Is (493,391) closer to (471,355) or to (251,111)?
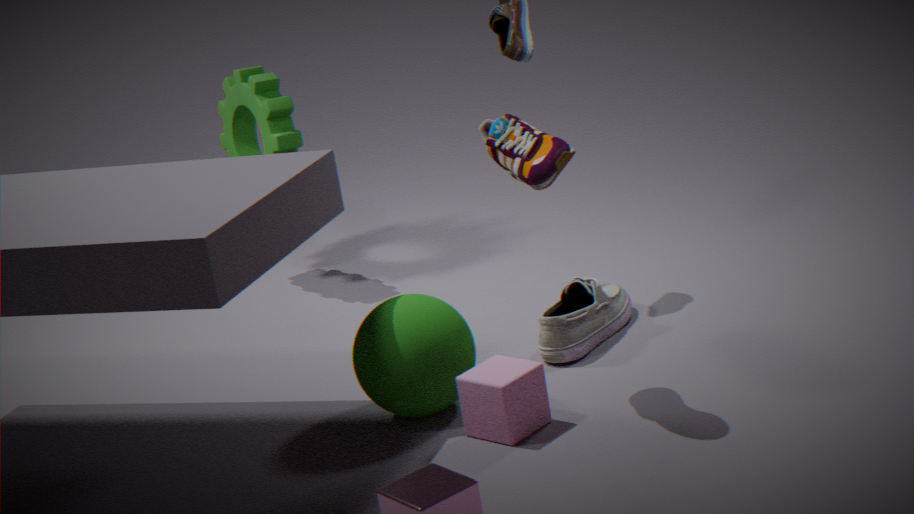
(471,355)
